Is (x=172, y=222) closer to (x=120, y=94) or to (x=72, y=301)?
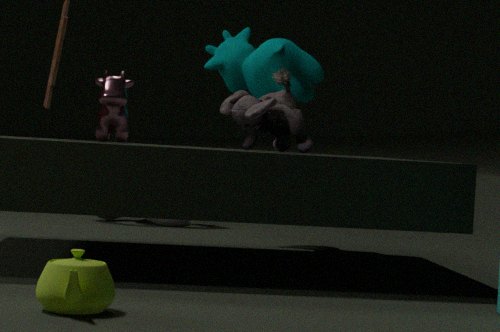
(x=120, y=94)
